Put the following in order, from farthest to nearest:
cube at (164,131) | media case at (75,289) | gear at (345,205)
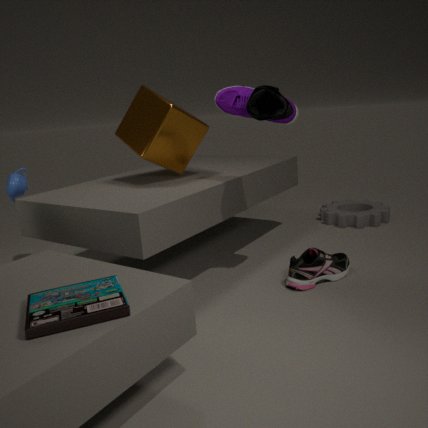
gear at (345,205)
cube at (164,131)
media case at (75,289)
